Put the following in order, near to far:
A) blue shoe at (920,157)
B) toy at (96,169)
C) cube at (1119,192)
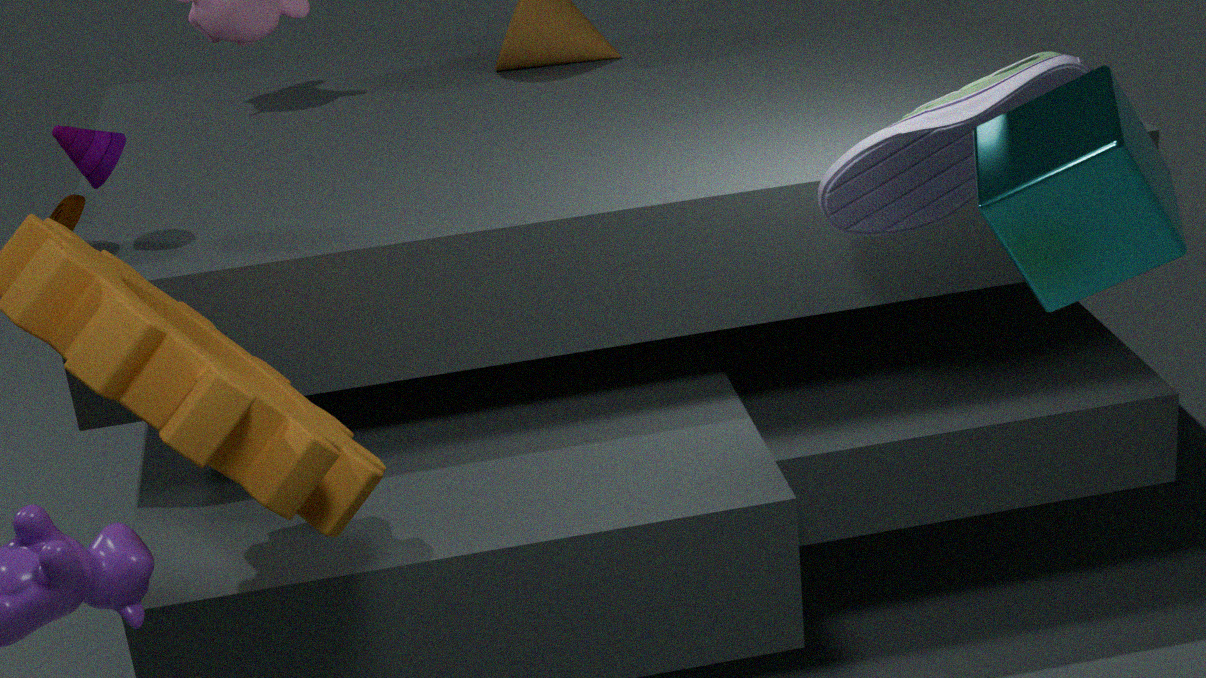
1. cube at (1119,192)
2. blue shoe at (920,157)
3. toy at (96,169)
